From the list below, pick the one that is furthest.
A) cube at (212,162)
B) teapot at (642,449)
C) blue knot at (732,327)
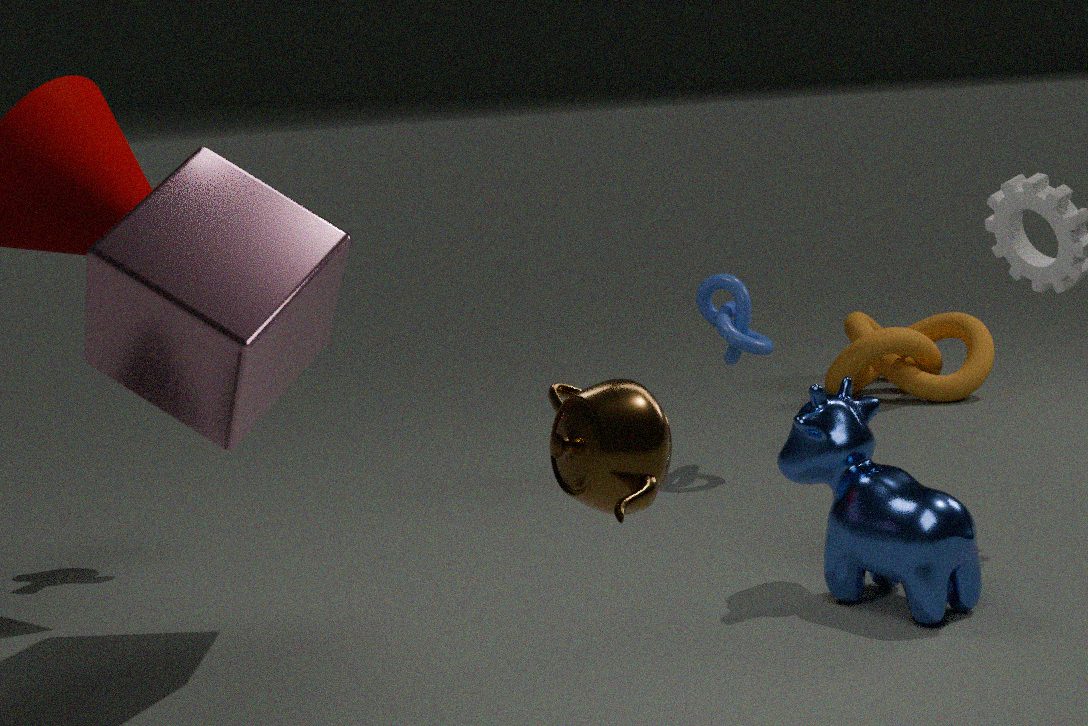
blue knot at (732,327)
